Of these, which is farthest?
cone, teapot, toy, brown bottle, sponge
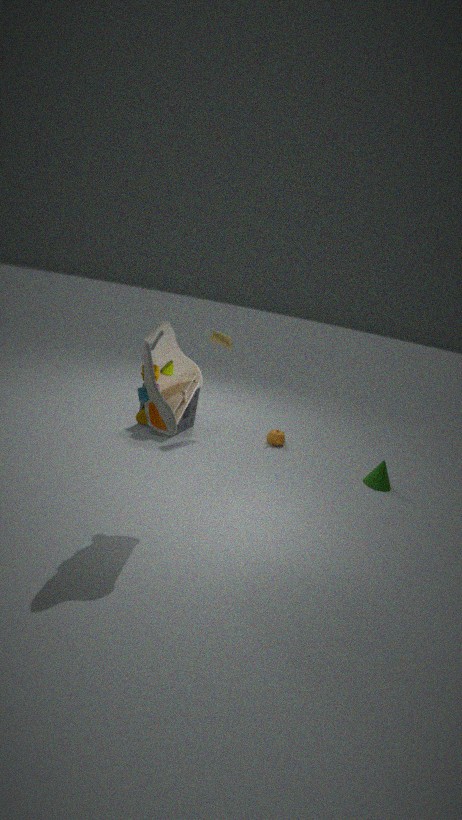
teapot
